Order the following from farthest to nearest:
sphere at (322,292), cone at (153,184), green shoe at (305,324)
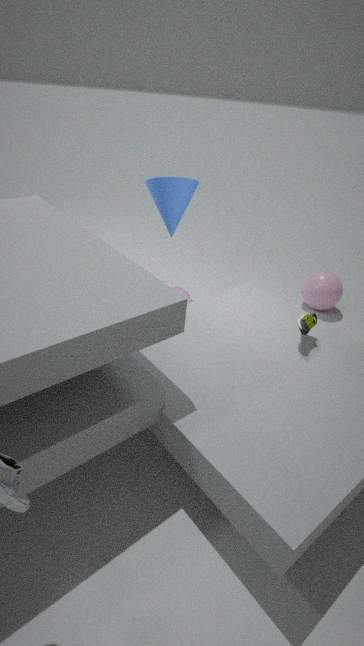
sphere at (322,292) → cone at (153,184) → green shoe at (305,324)
